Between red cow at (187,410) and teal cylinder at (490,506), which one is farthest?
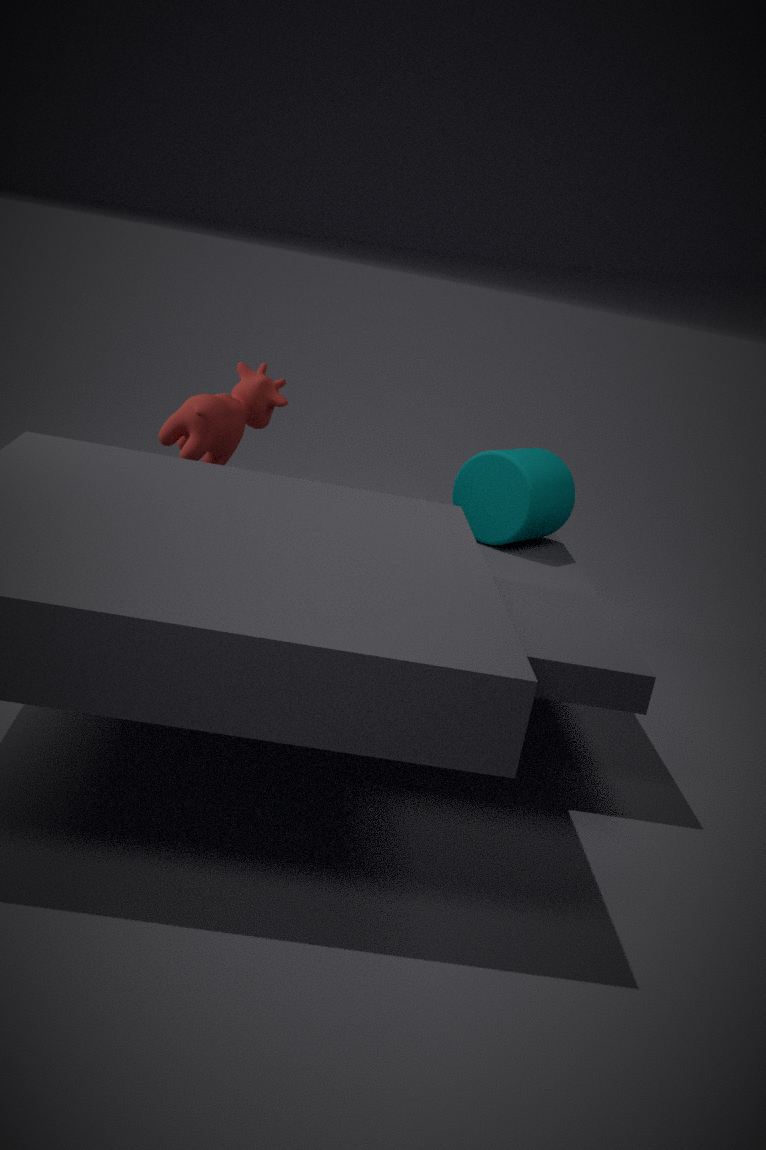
teal cylinder at (490,506)
